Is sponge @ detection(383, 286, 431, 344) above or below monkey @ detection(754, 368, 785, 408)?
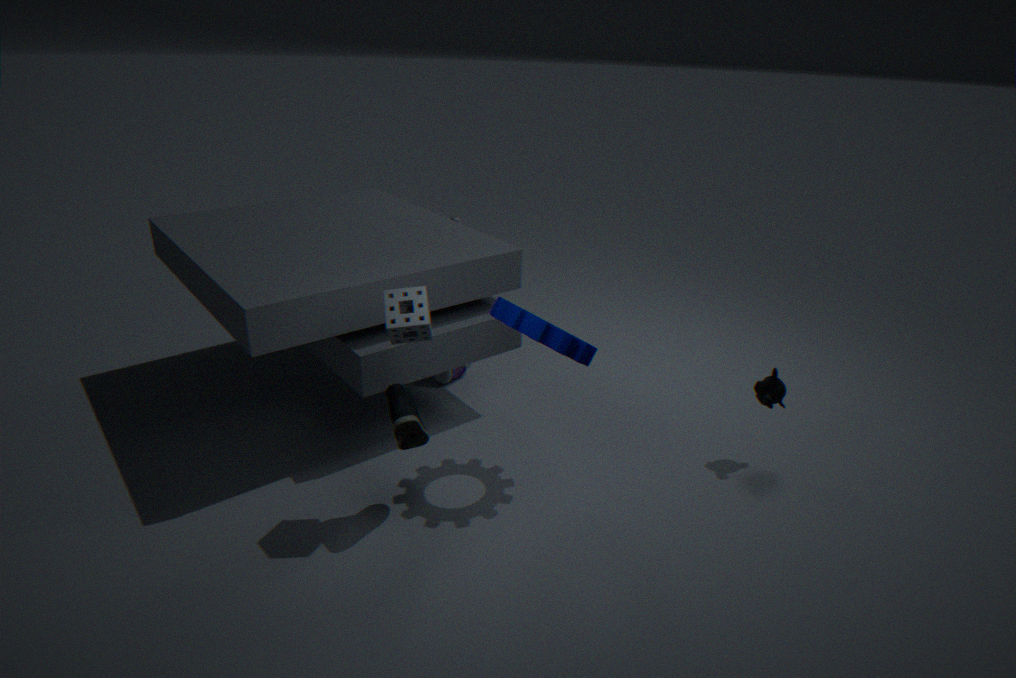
above
